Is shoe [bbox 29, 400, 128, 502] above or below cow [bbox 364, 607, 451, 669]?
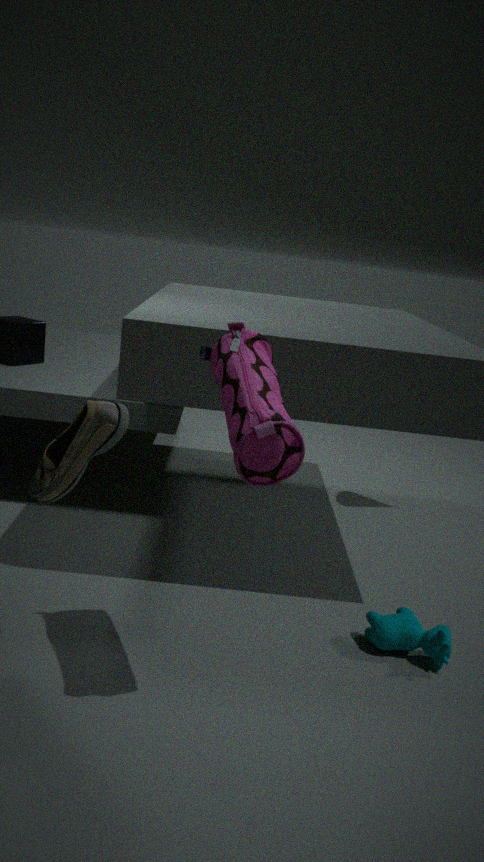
above
